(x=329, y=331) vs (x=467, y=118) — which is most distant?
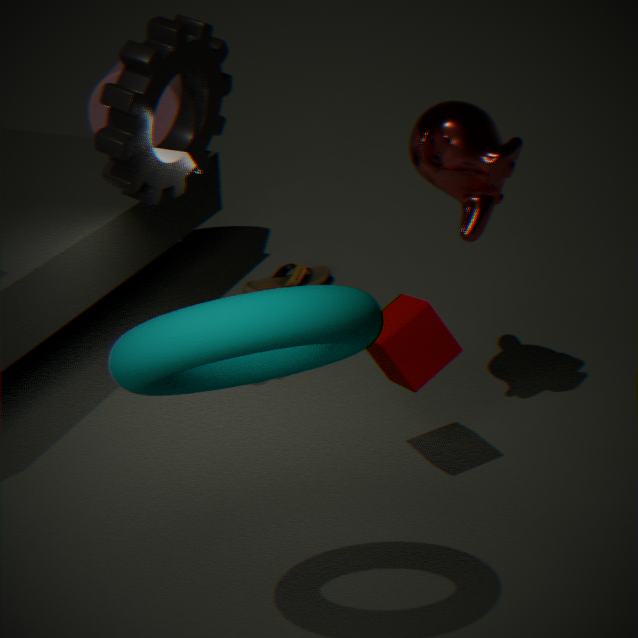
(x=467, y=118)
